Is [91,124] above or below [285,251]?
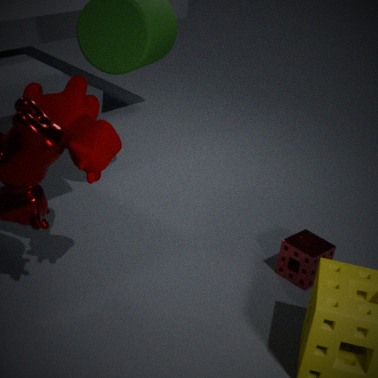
above
